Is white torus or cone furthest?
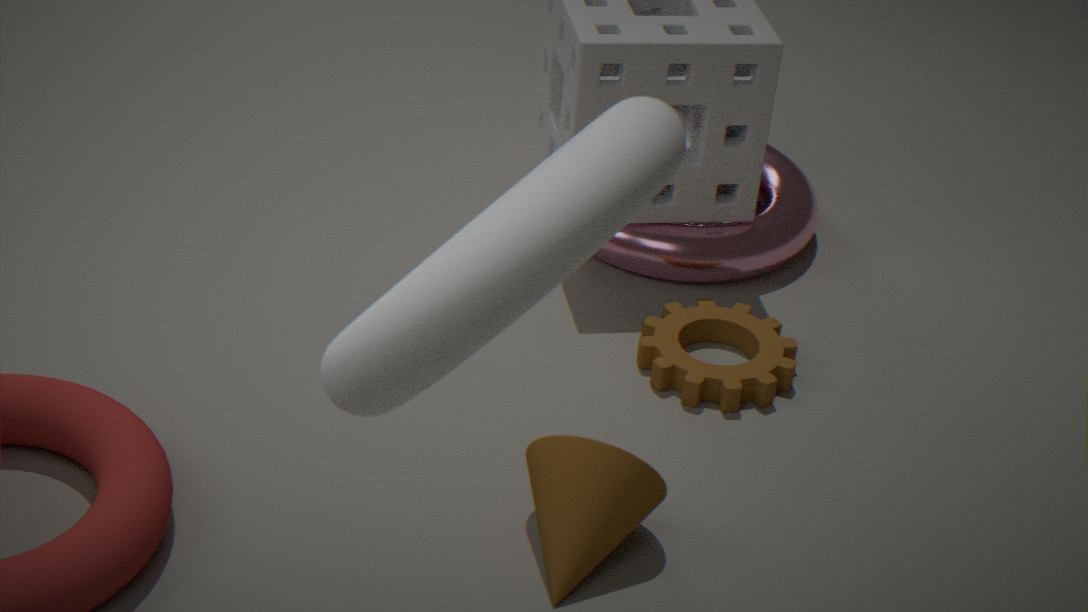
cone
